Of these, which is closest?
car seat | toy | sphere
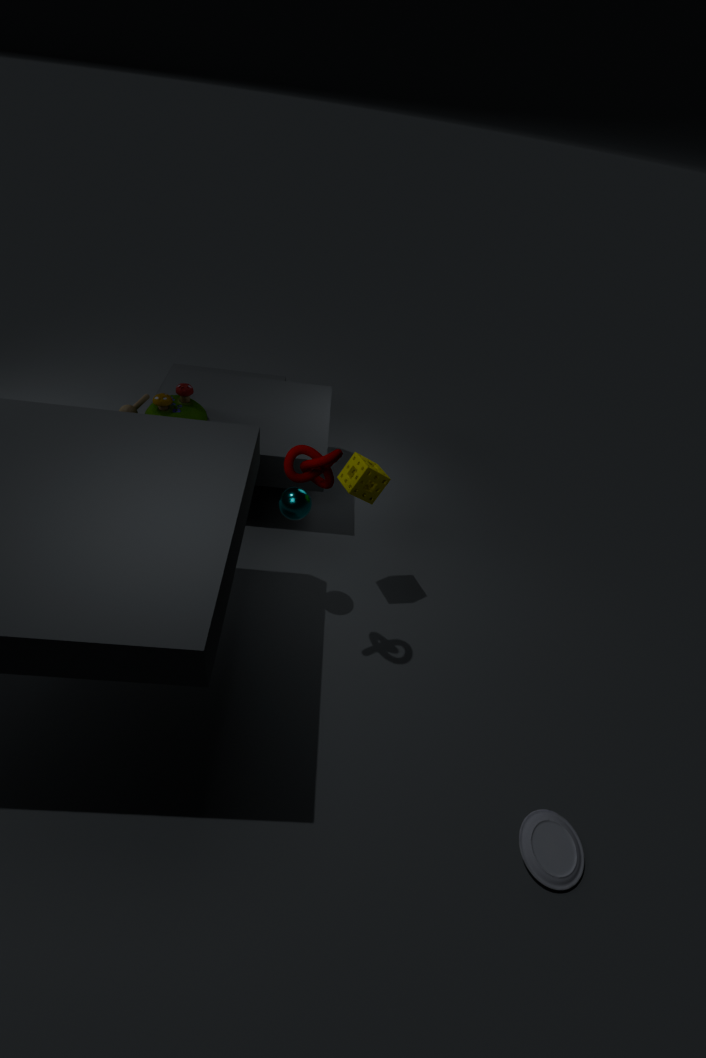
car seat
